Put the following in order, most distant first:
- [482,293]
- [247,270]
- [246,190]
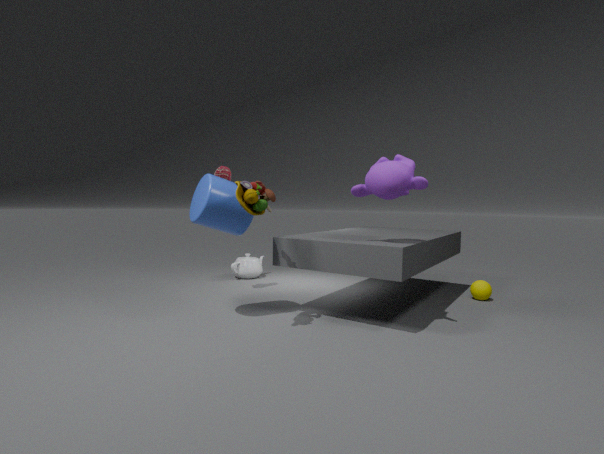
[247,270] → [482,293] → [246,190]
